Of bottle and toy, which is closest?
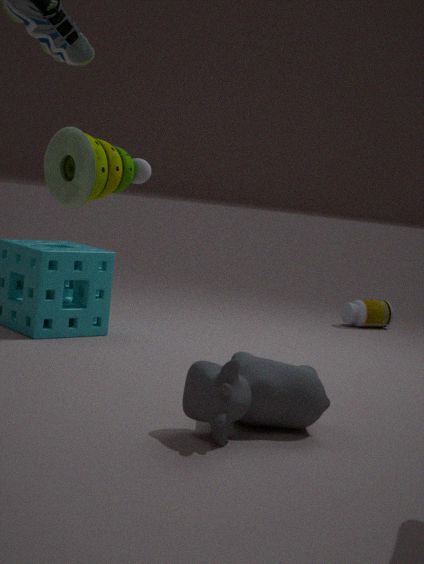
toy
